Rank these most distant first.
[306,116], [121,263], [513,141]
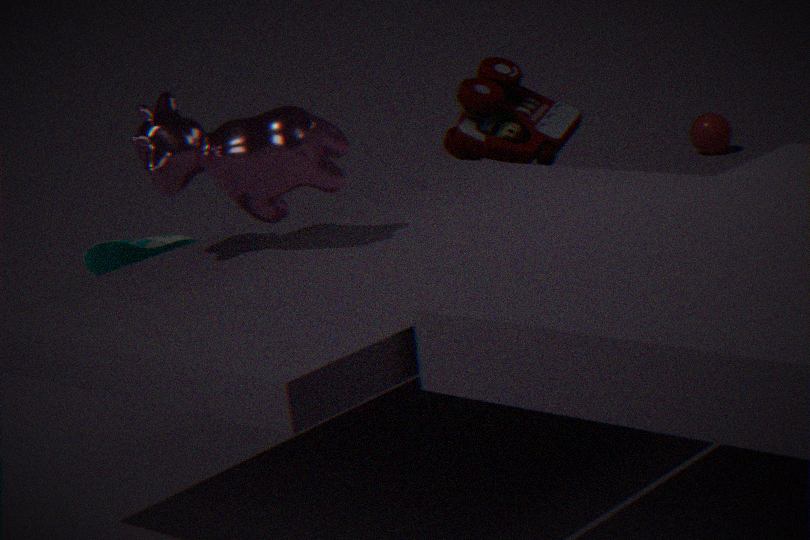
[121,263], [513,141], [306,116]
